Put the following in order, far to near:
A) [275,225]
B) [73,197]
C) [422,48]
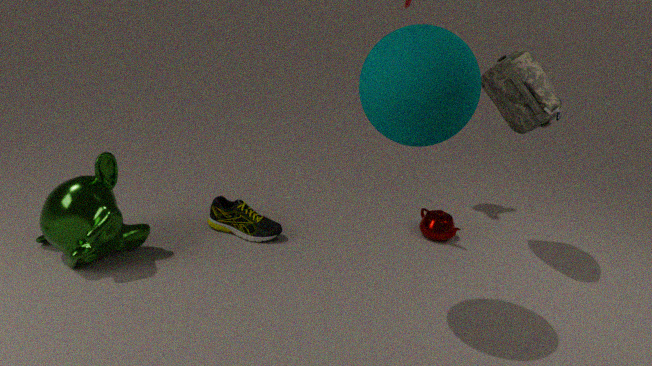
[275,225] → [73,197] → [422,48]
